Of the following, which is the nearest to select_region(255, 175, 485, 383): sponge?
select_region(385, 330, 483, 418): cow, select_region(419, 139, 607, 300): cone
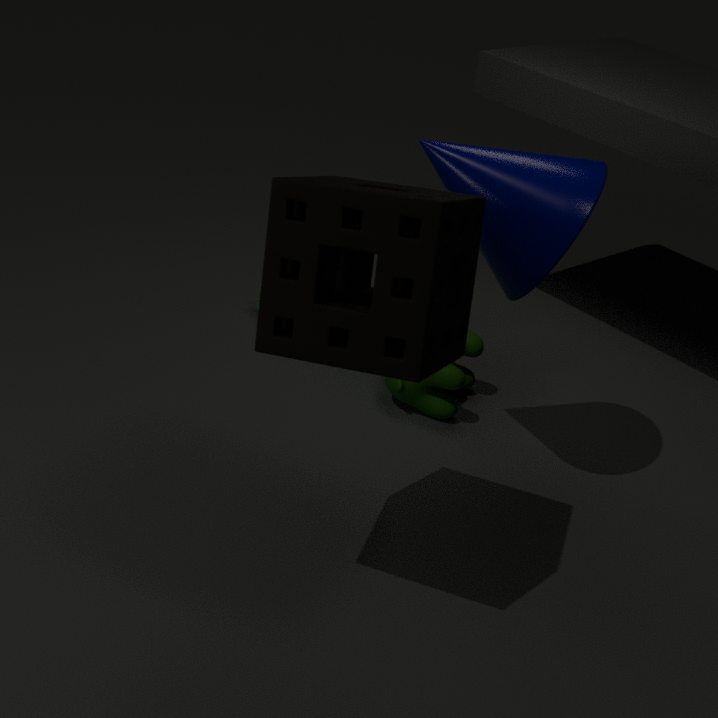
select_region(419, 139, 607, 300): cone
